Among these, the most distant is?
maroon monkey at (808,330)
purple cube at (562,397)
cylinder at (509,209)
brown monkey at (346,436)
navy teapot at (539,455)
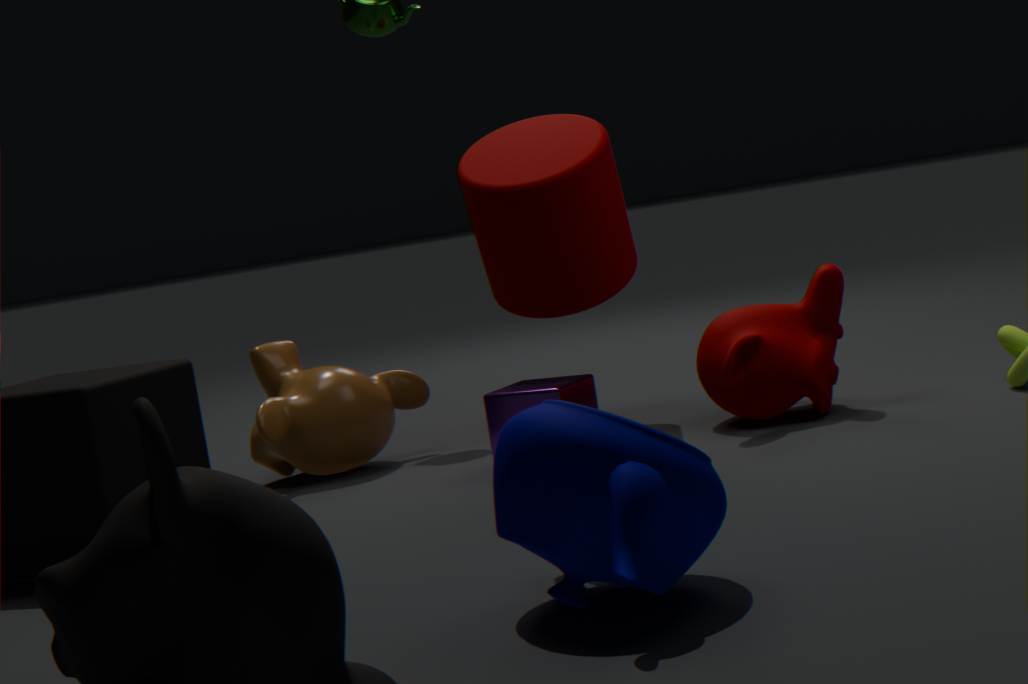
brown monkey at (346,436)
